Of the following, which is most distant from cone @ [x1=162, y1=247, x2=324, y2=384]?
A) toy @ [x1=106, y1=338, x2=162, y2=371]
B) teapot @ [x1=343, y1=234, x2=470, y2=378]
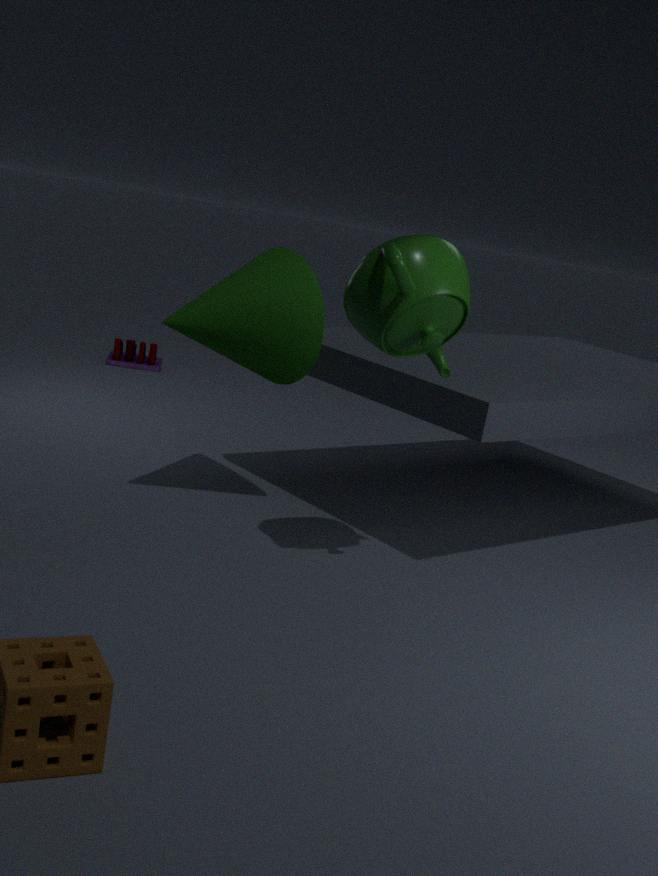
toy @ [x1=106, y1=338, x2=162, y2=371]
